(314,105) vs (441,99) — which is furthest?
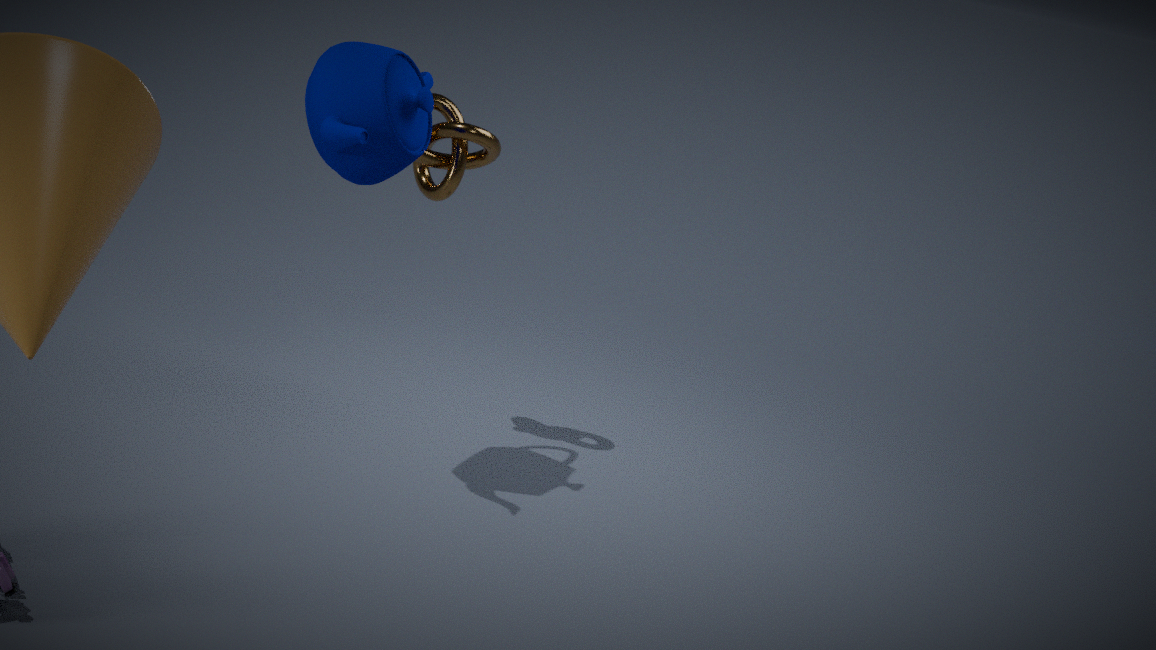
(441,99)
